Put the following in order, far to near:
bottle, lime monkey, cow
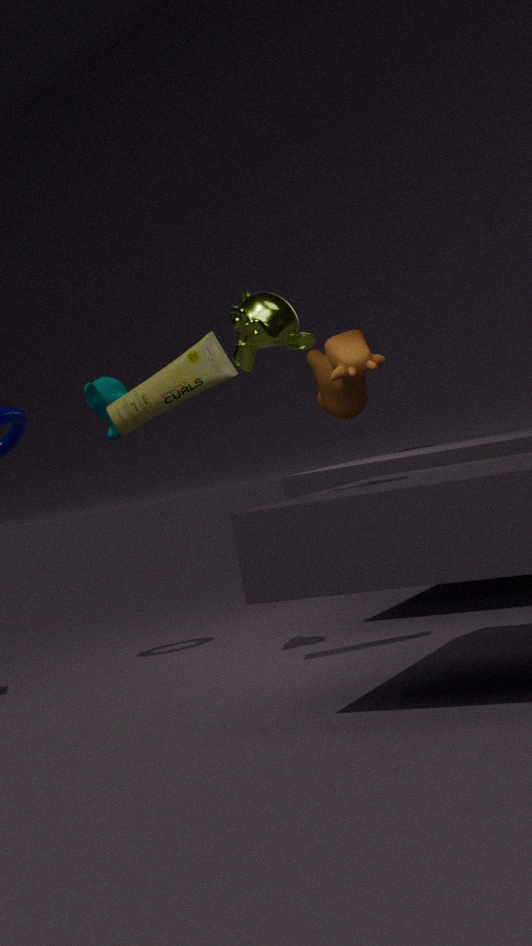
1. cow
2. bottle
3. lime monkey
